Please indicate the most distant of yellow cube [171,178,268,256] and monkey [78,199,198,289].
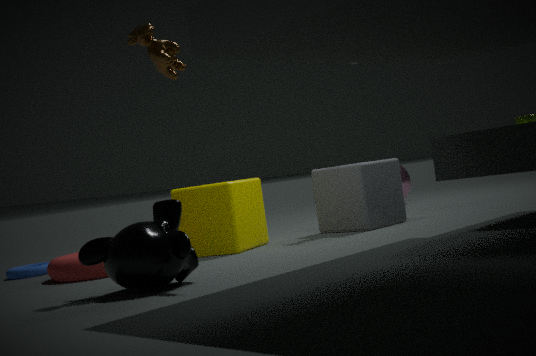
yellow cube [171,178,268,256]
